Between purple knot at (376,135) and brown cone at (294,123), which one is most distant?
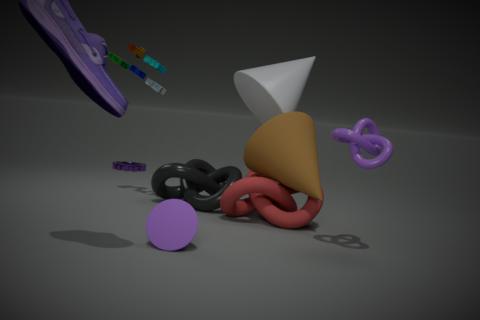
brown cone at (294,123)
